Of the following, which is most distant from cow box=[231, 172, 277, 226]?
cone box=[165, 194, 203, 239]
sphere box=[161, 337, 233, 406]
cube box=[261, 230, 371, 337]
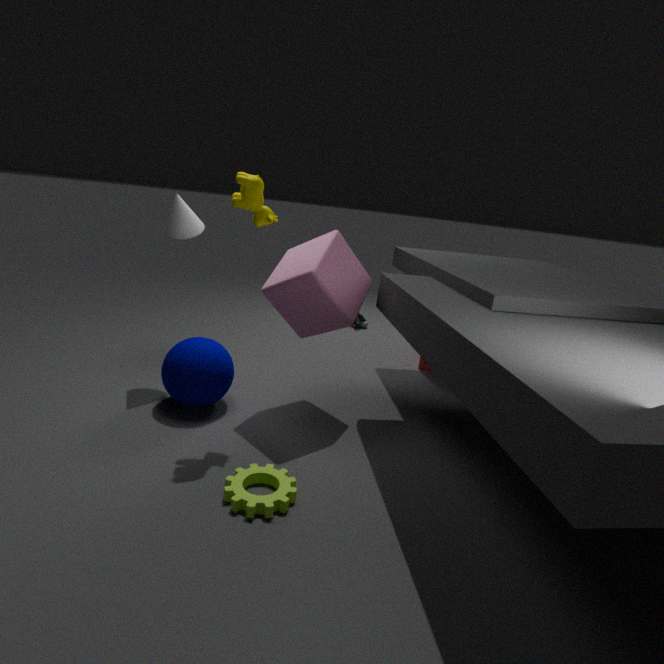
sphere box=[161, 337, 233, 406]
